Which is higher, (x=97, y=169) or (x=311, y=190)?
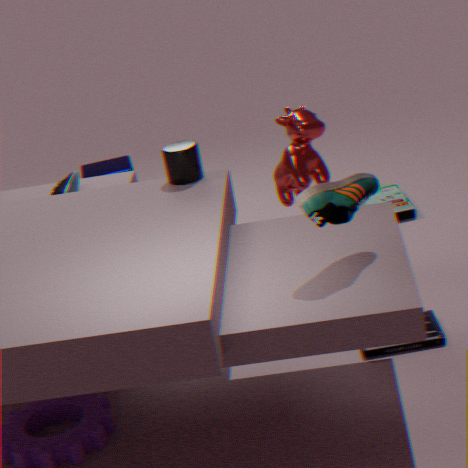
(x=311, y=190)
